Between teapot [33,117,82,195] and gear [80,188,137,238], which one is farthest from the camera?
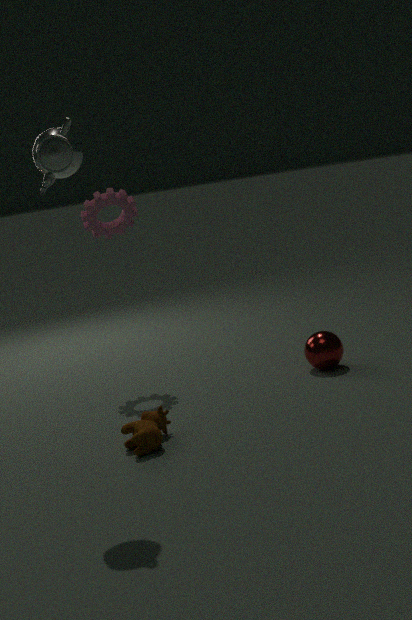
gear [80,188,137,238]
